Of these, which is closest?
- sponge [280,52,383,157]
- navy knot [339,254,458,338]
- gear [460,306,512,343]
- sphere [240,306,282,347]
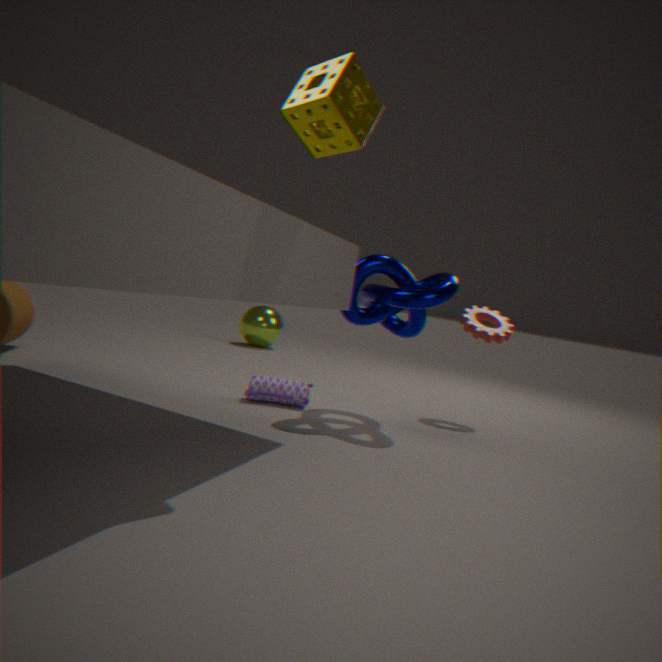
sponge [280,52,383,157]
